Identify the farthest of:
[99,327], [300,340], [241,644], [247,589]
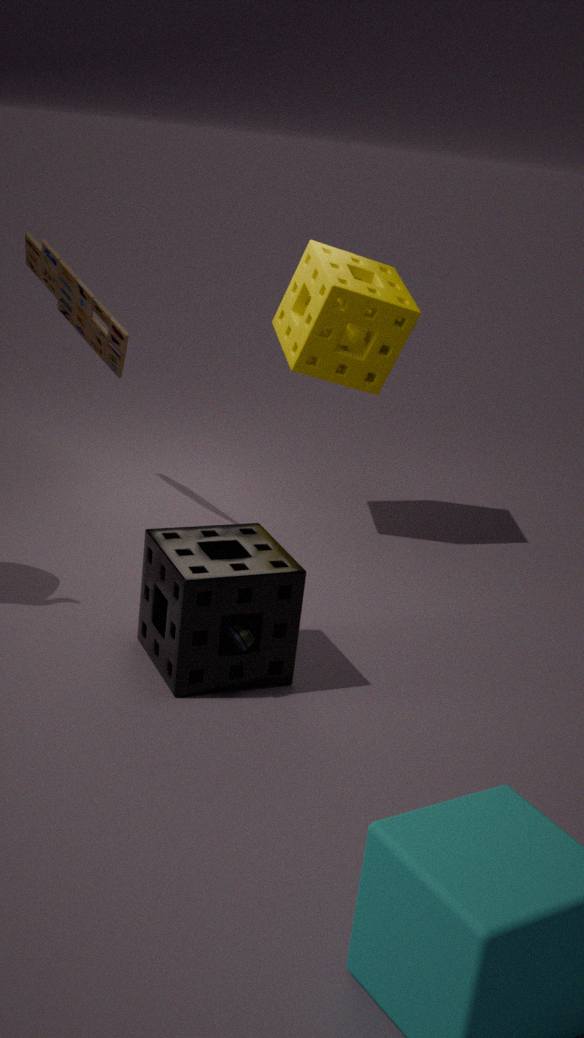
[99,327]
